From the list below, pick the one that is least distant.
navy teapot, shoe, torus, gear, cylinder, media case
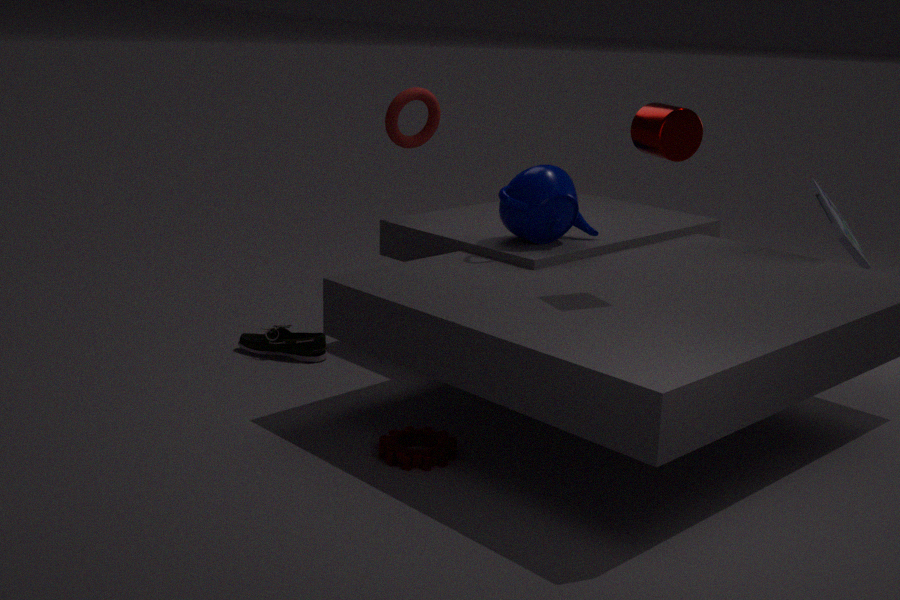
cylinder
